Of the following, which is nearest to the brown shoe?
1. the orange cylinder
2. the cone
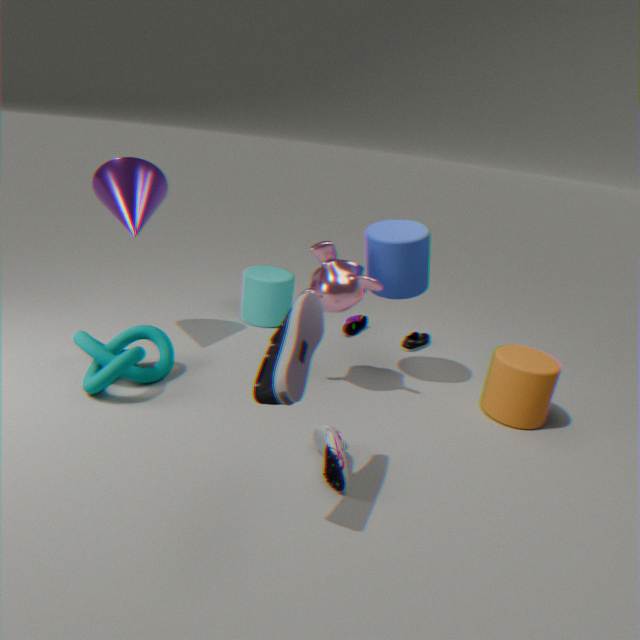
the orange cylinder
